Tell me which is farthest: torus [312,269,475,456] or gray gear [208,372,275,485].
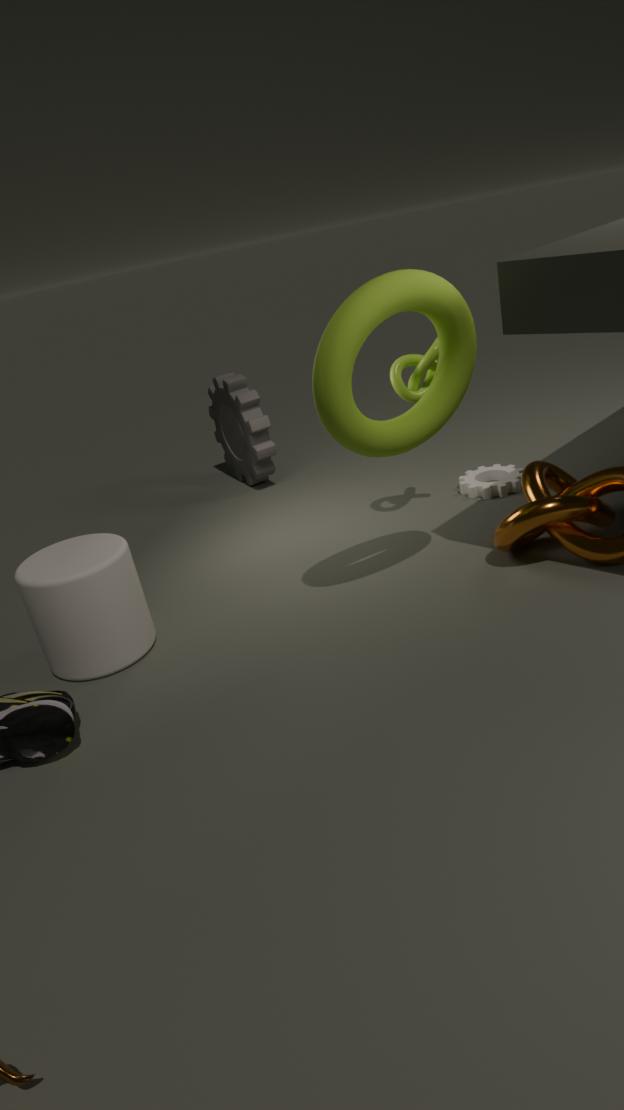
gray gear [208,372,275,485]
